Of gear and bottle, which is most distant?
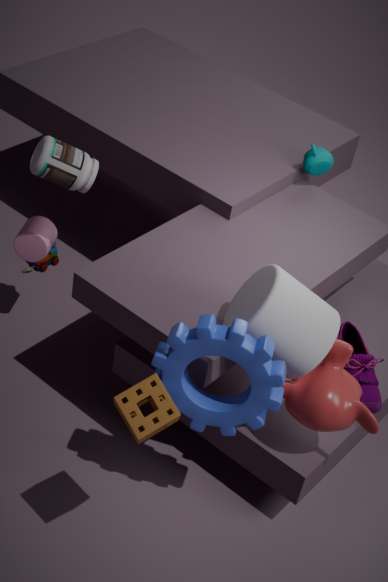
bottle
